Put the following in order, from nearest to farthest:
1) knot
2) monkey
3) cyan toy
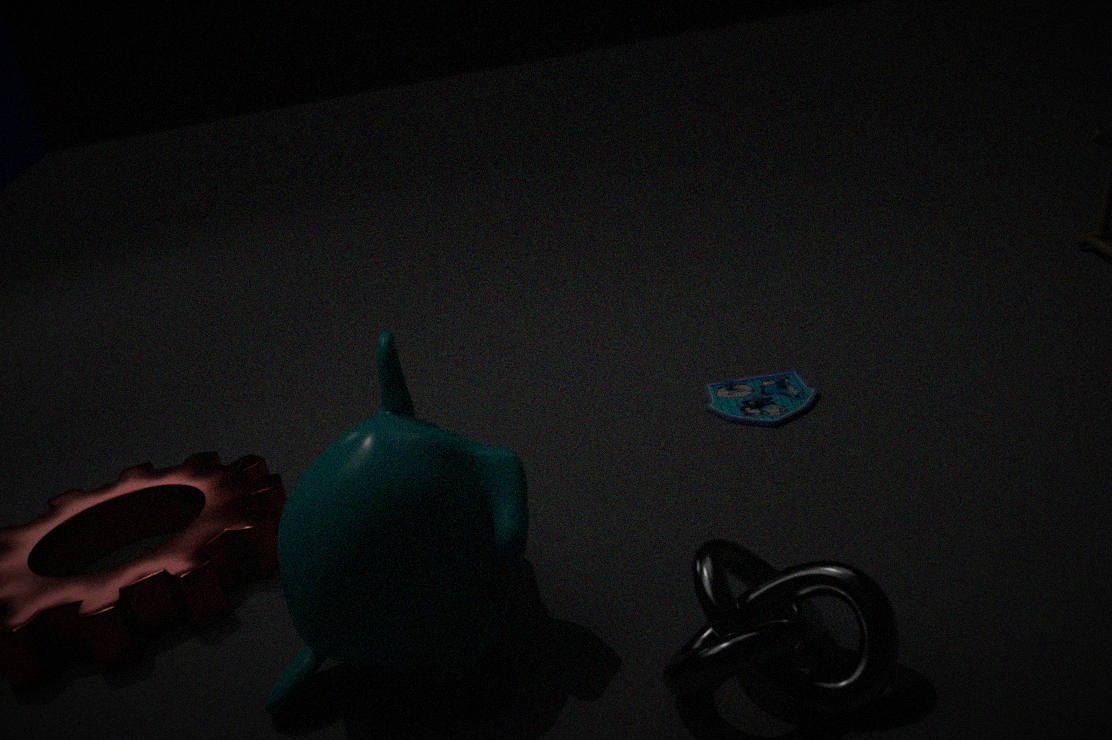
1. knot → 2. monkey → 3. cyan toy
